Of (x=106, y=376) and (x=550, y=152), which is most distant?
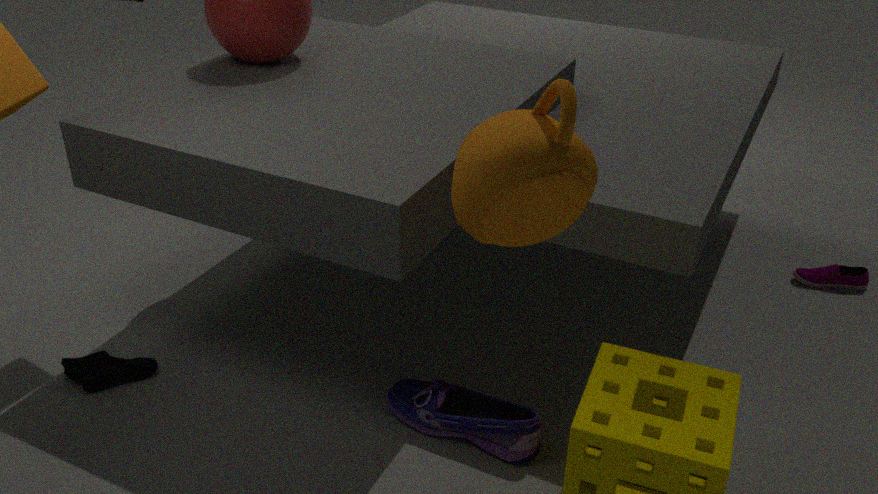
(x=106, y=376)
